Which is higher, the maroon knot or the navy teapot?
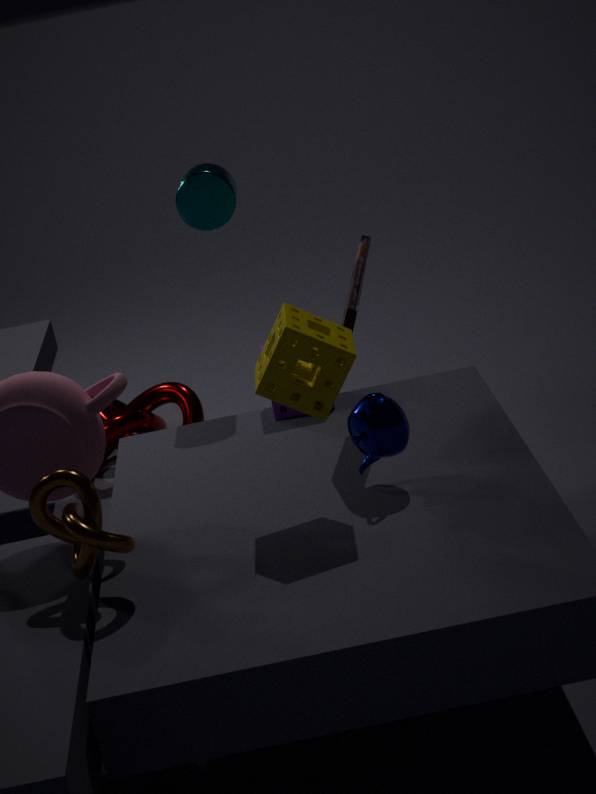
the navy teapot
